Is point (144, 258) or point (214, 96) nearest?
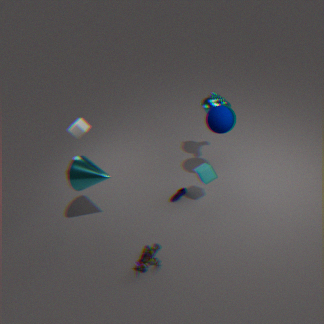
point (144, 258)
